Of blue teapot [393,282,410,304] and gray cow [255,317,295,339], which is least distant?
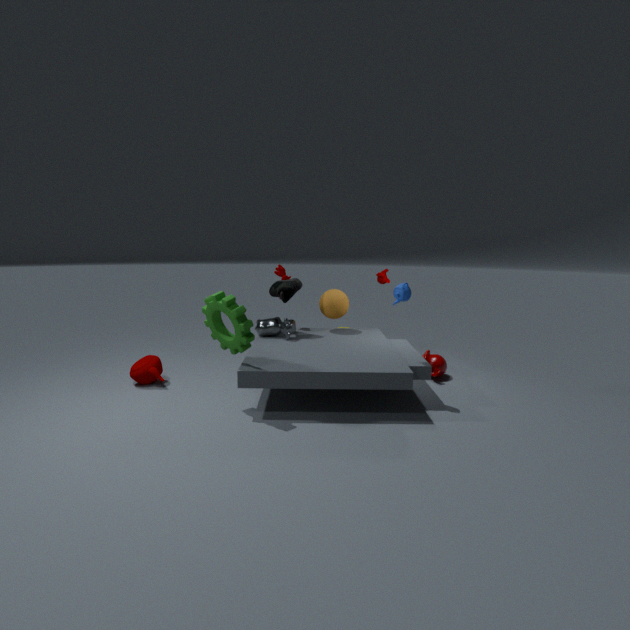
blue teapot [393,282,410,304]
